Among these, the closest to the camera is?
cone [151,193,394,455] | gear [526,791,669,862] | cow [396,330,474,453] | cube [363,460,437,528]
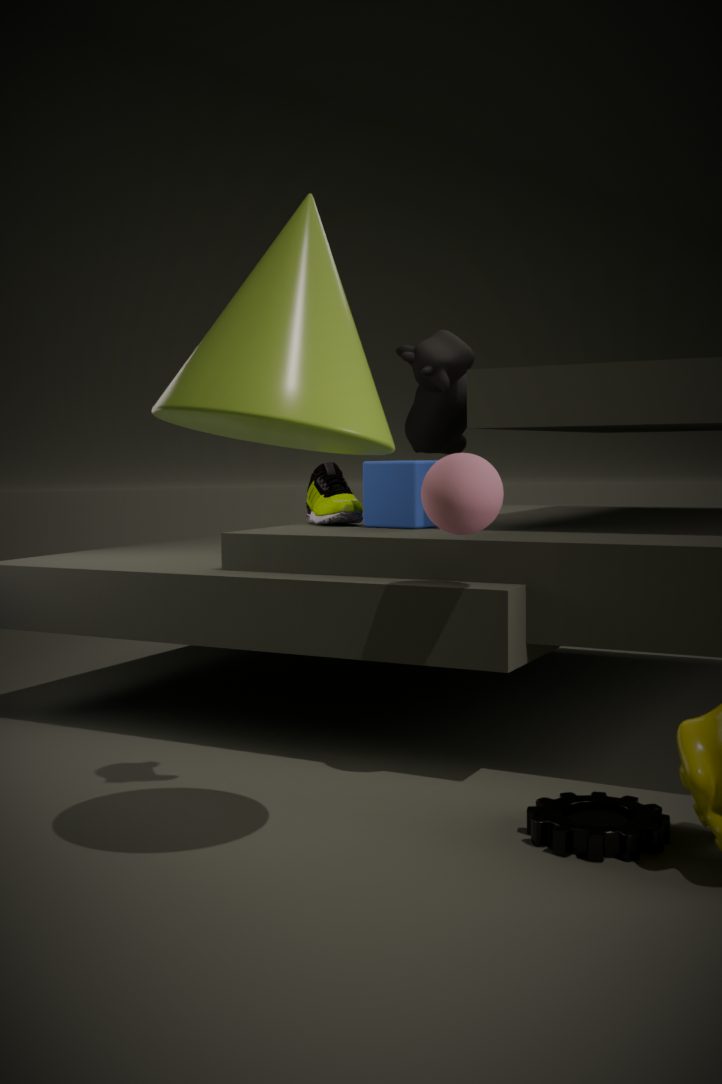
cone [151,193,394,455]
